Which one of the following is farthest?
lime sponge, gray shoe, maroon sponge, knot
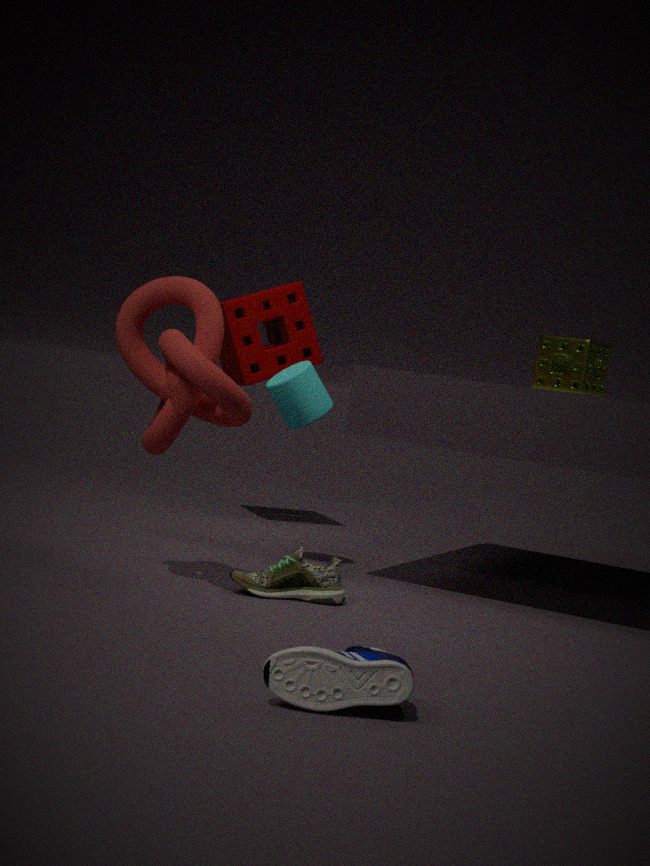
maroon sponge
